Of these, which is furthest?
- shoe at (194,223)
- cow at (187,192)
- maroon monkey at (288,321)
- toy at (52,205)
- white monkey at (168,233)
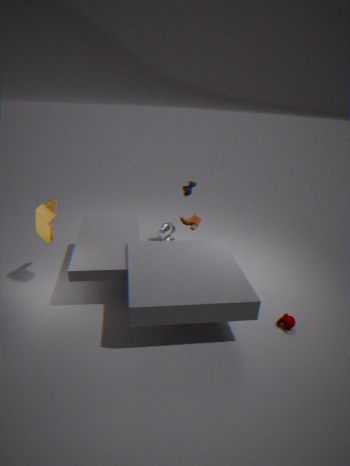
white monkey at (168,233)
